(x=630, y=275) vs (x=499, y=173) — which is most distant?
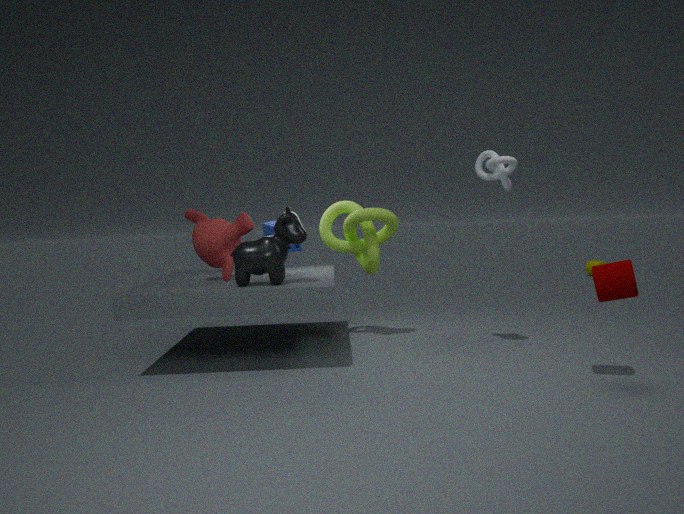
(x=499, y=173)
